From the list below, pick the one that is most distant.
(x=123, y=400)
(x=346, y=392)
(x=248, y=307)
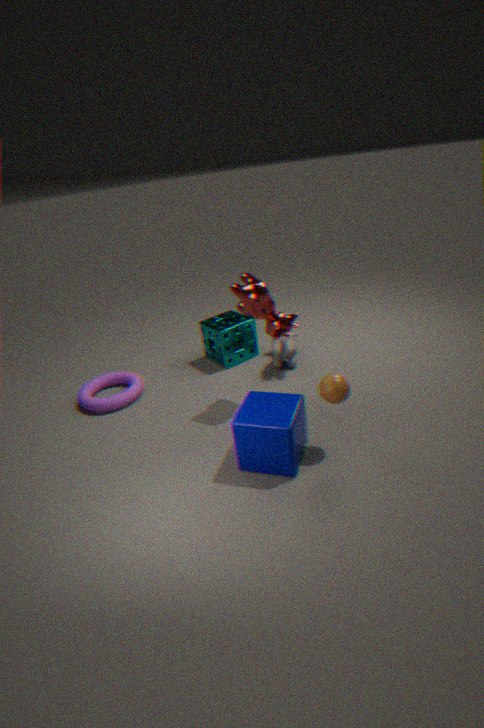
(x=123, y=400)
